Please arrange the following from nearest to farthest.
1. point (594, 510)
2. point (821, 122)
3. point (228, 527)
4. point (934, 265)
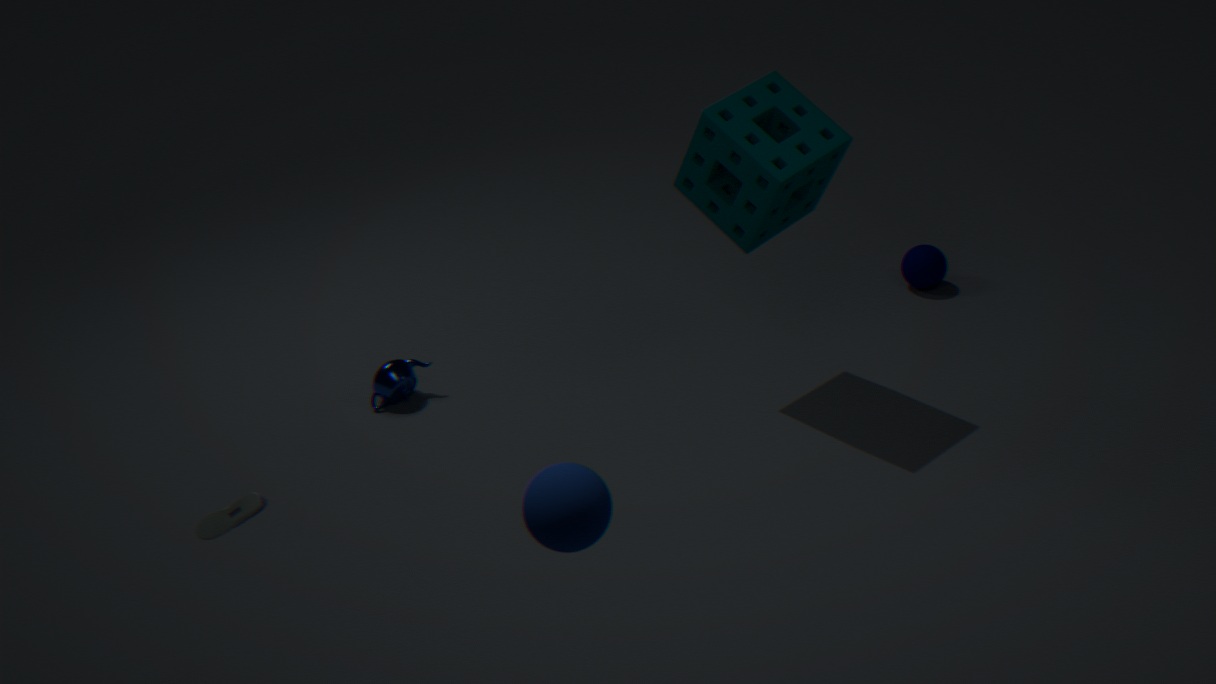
point (594, 510), point (228, 527), point (821, 122), point (934, 265)
